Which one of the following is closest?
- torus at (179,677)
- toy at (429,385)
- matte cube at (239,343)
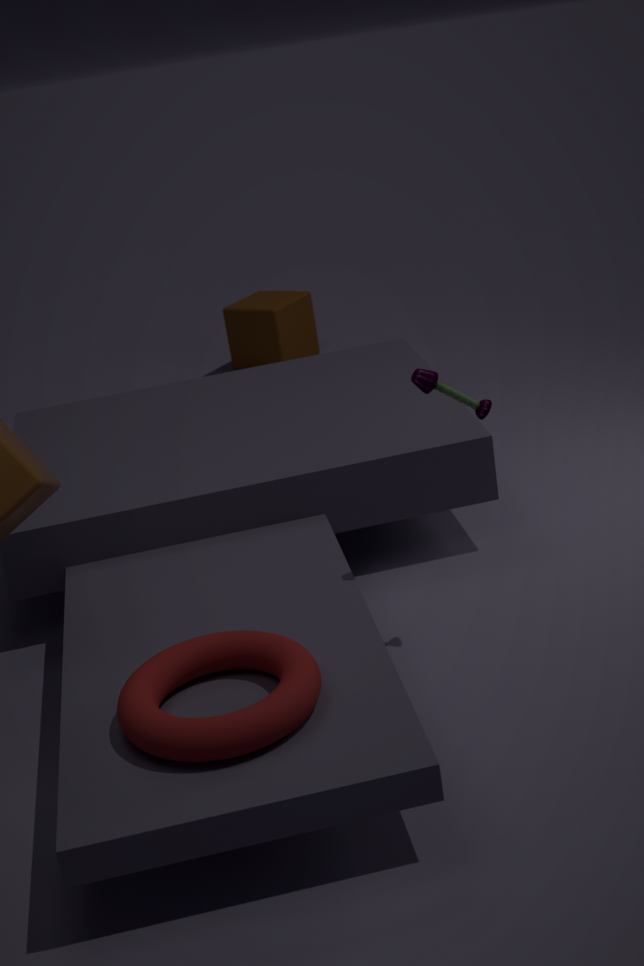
torus at (179,677)
